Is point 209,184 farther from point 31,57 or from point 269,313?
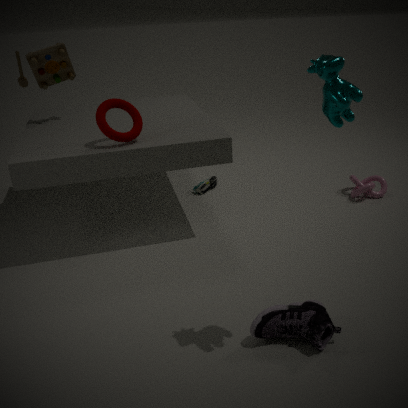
point 269,313
